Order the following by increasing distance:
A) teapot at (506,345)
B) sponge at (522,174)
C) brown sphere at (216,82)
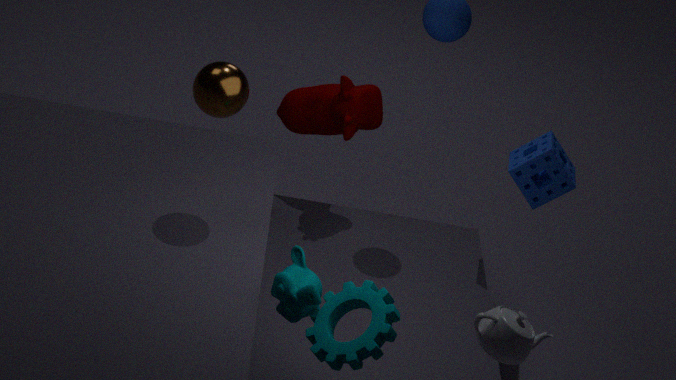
1. teapot at (506,345)
2. brown sphere at (216,82)
3. sponge at (522,174)
